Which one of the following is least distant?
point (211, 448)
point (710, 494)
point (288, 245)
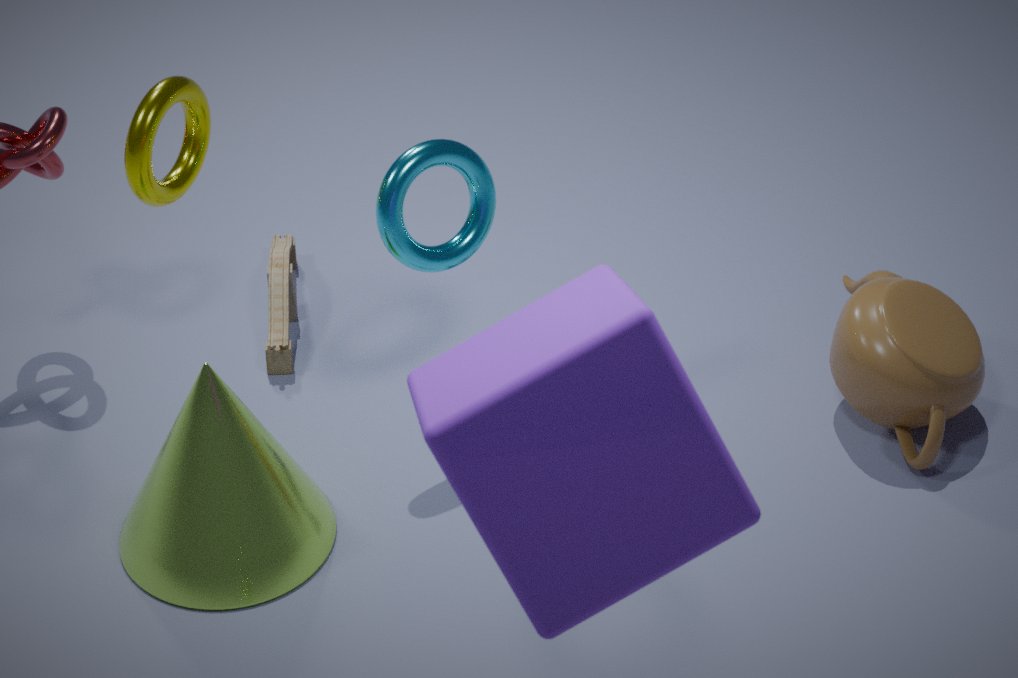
point (710, 494)
